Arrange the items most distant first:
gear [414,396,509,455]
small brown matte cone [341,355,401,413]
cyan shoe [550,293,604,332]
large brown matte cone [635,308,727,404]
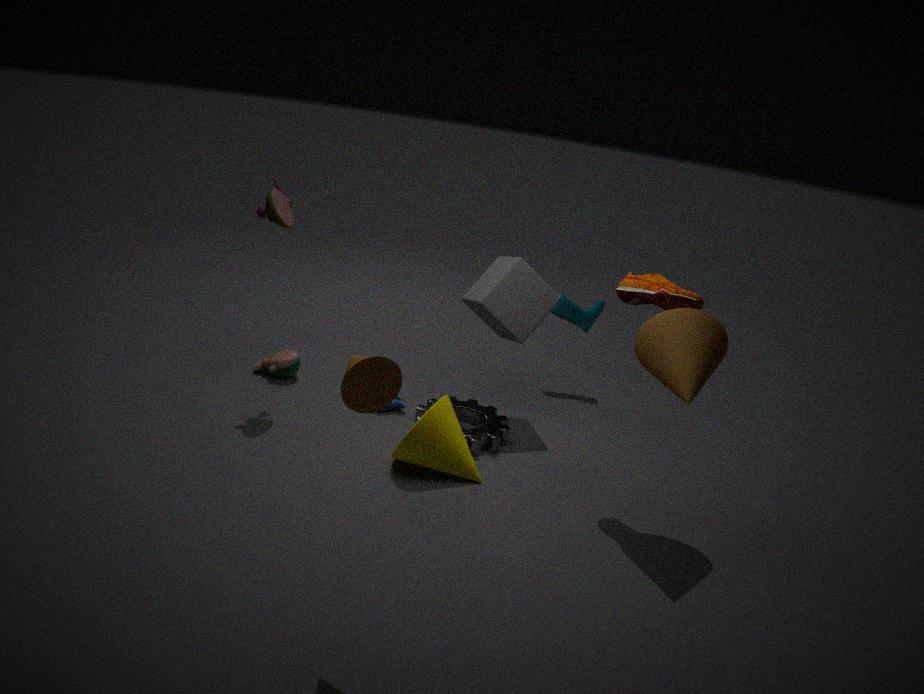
cyan shoe [550,293,604,332] < gear [414,396,509,455] < large brown matte cone [635,308,727,404] < small brown matte cone [341,355,401,413]
